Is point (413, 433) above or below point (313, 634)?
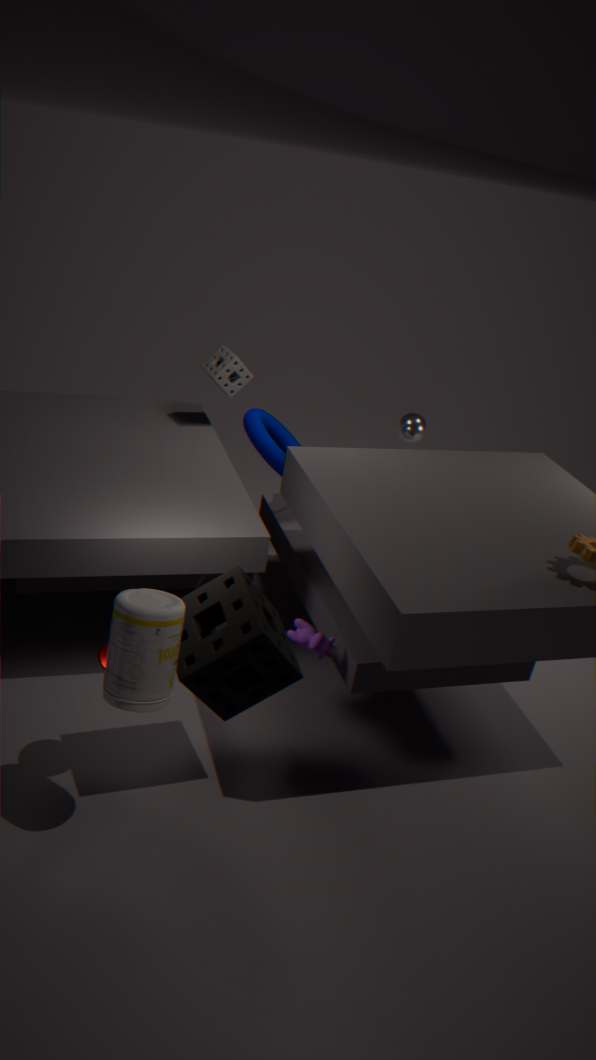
above
